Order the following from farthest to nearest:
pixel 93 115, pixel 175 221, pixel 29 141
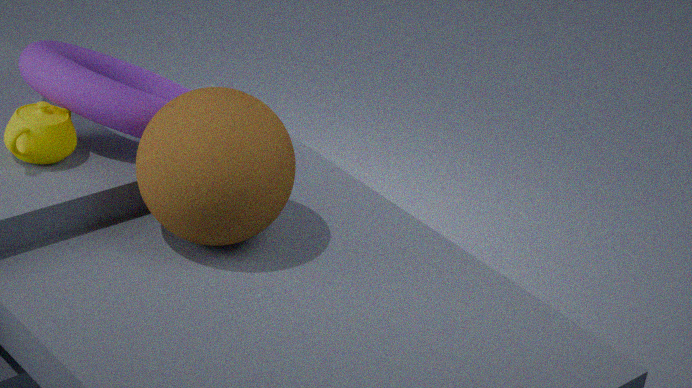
pixel 93 115 → pixel 29 141 → pixel 175 221
